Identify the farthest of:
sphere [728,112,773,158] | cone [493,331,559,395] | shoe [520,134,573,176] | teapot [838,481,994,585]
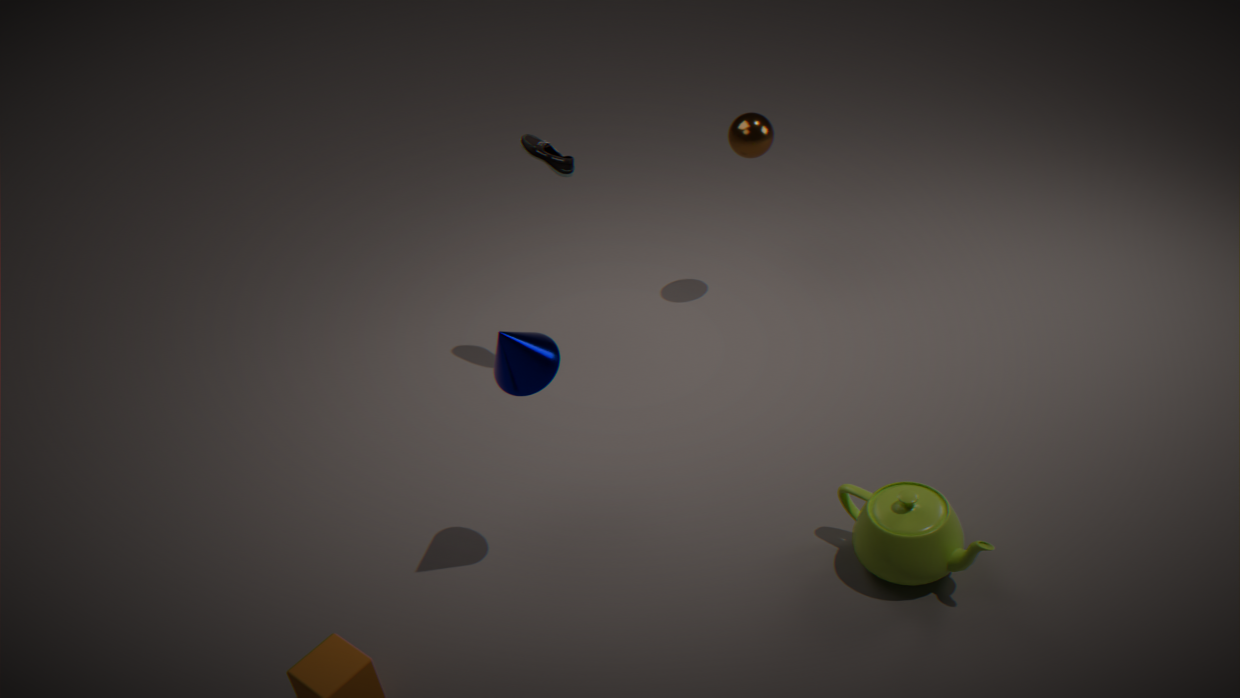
sphere [728,112,773,158]
